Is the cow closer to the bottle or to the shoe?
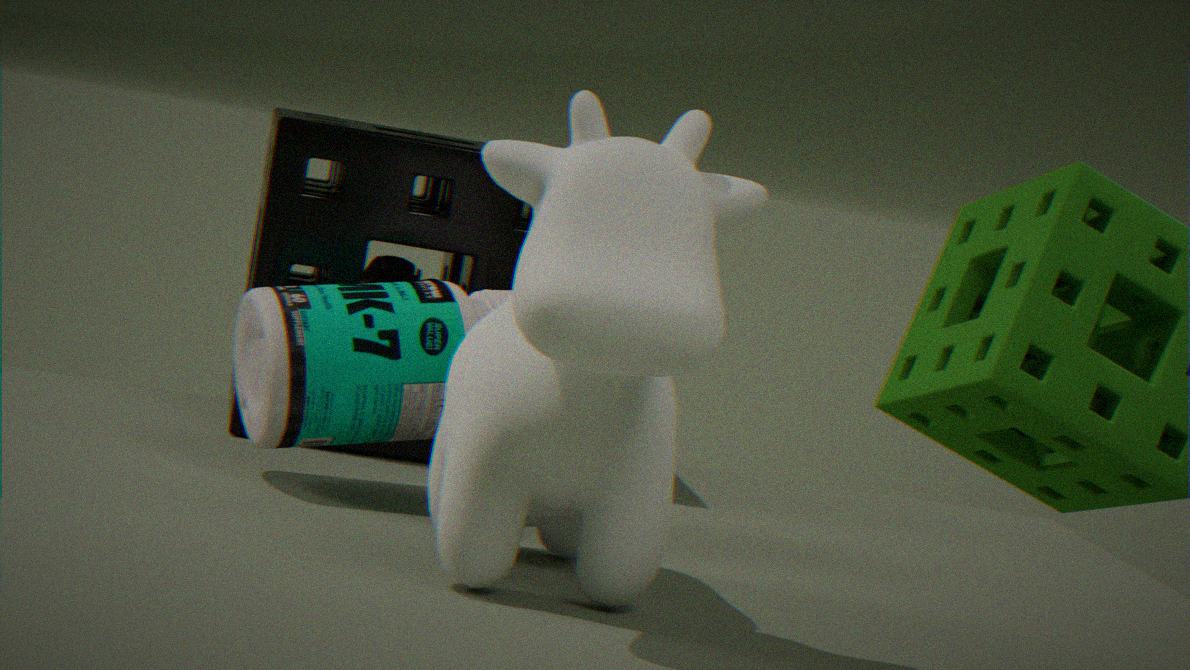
the bottle
